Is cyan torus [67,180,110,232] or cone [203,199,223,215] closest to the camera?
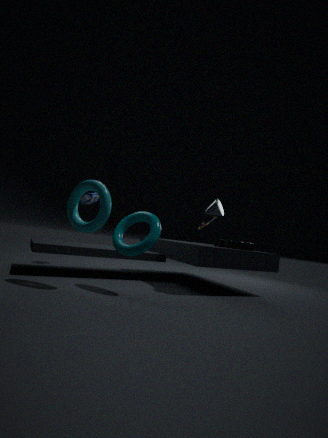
cyan torus [67,180,110,232]
